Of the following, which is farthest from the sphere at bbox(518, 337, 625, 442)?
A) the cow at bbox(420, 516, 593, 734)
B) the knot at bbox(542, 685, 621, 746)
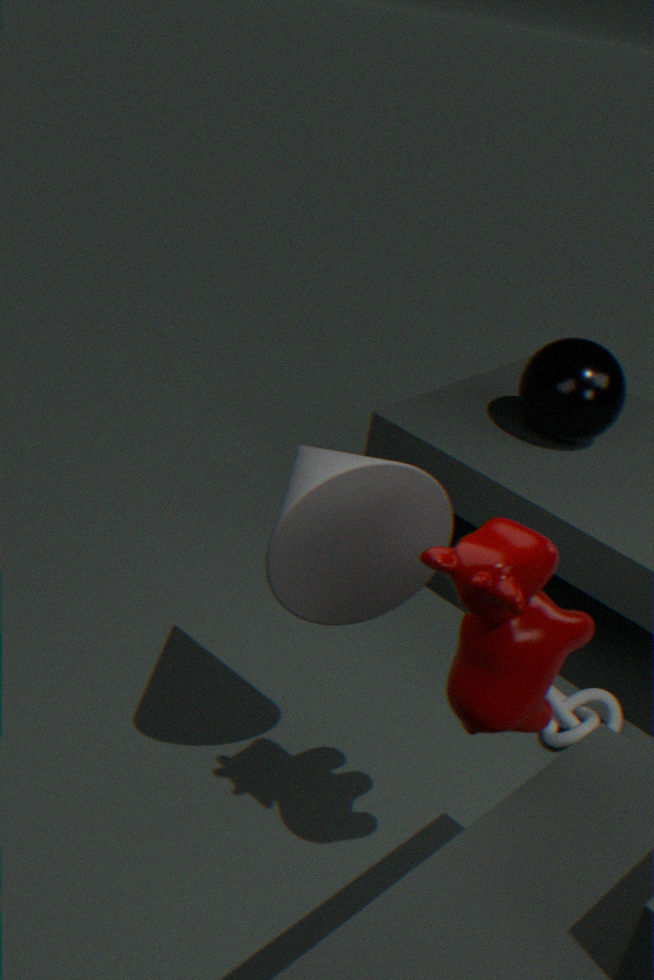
the cow at bbox(420, 516, 593, 734)
